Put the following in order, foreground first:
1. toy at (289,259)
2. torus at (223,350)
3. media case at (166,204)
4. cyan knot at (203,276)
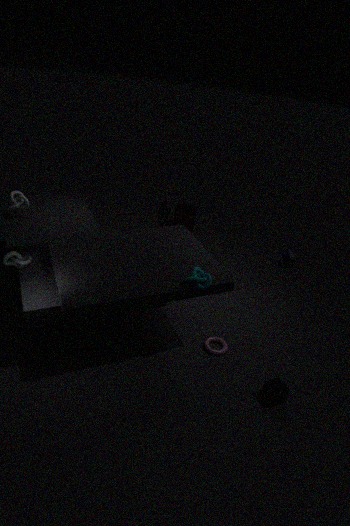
cyan knot at (203,276) < torus at (223,350) < media case at (166,204) < toy at (289,259)
